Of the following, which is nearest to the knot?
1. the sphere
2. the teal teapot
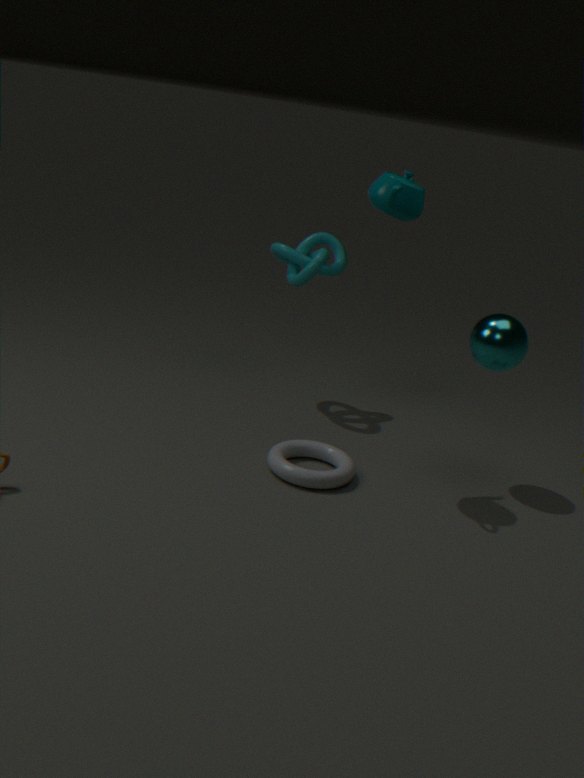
the teal teapot
